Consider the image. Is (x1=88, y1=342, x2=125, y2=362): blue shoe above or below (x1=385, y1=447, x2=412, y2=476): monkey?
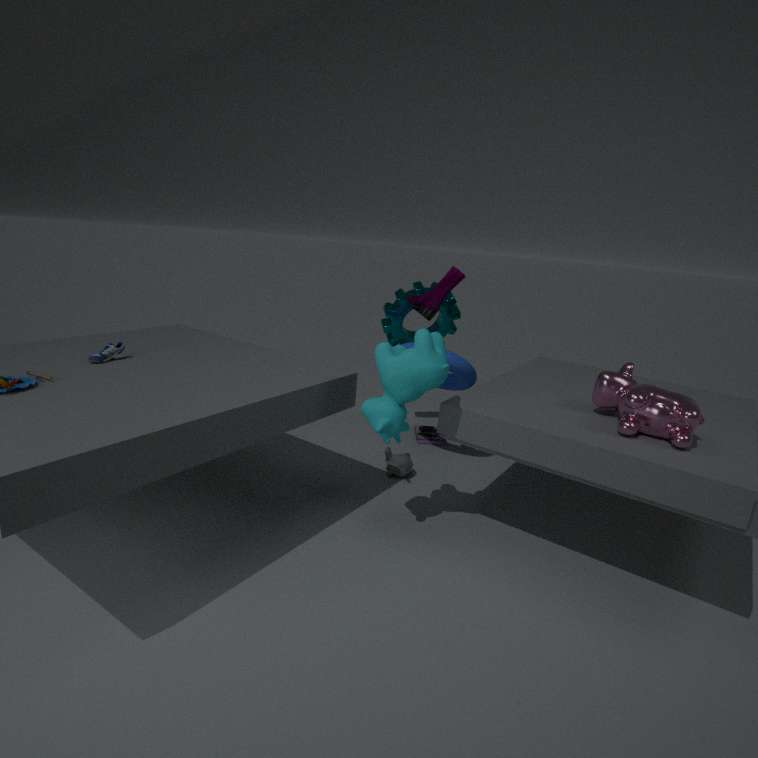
above
